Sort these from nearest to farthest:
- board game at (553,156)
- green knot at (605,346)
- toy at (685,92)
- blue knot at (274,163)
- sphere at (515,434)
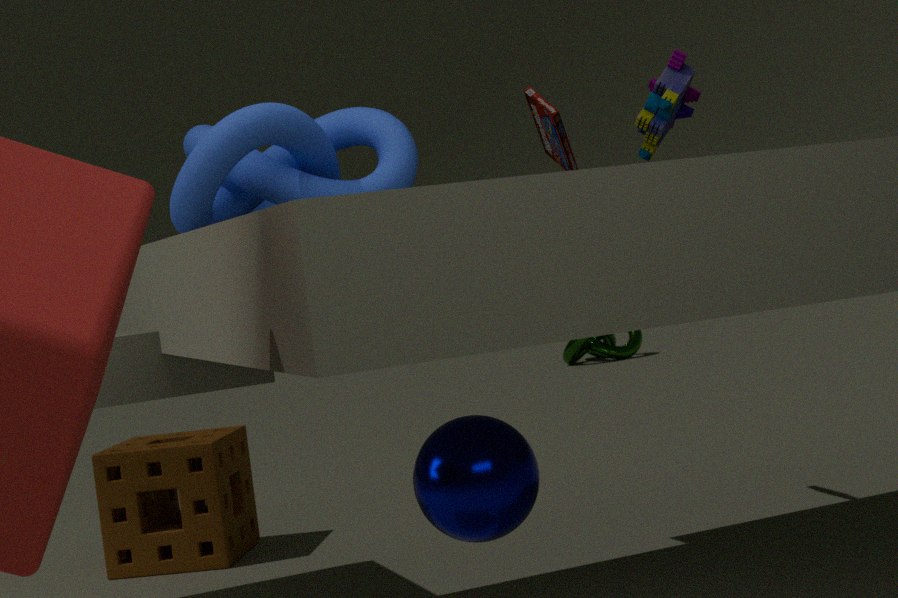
sphere at (515,434) → blue knot at (274,163) → toy at (685,92) → board game at (553,156) → green knot at (605,346)
